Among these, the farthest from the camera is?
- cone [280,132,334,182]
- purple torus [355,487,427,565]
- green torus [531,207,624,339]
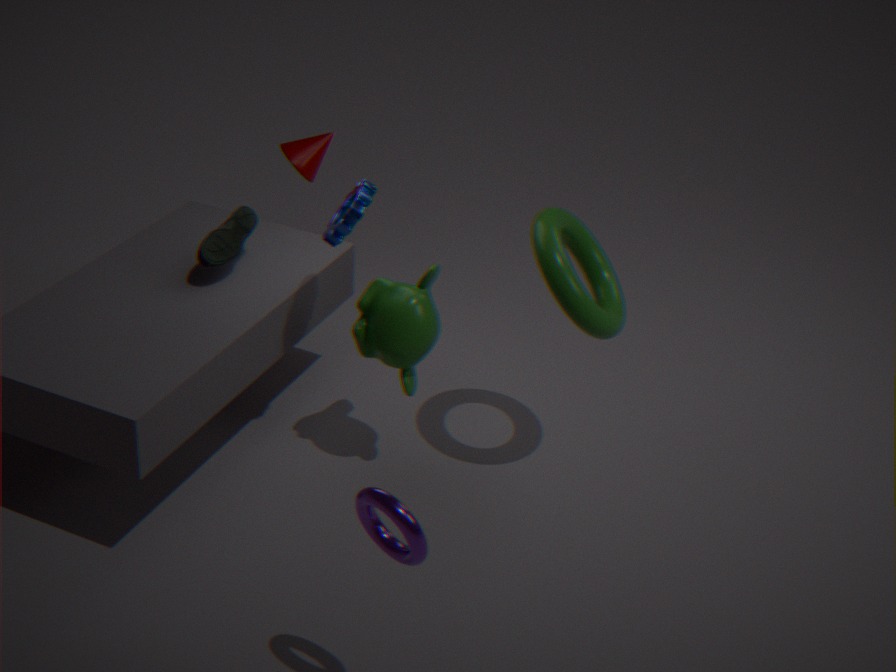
cone [280,132,334,182]
